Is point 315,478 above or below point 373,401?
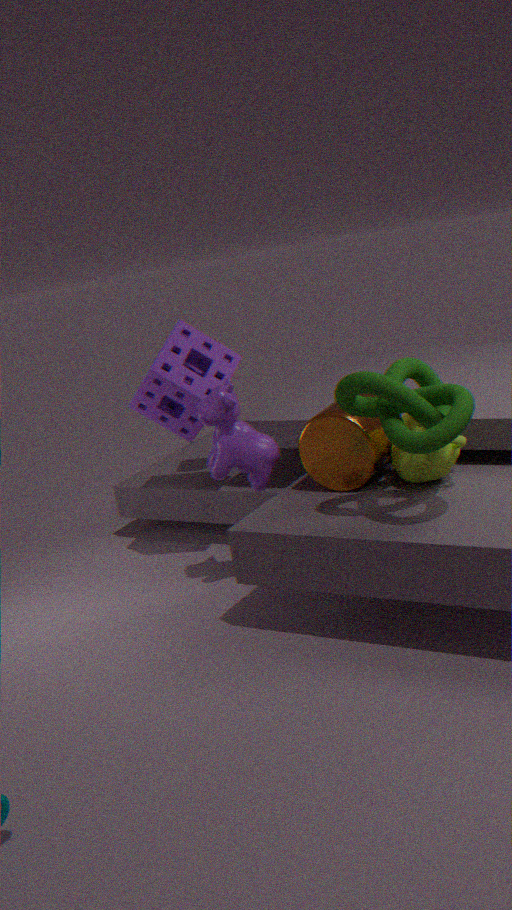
below
